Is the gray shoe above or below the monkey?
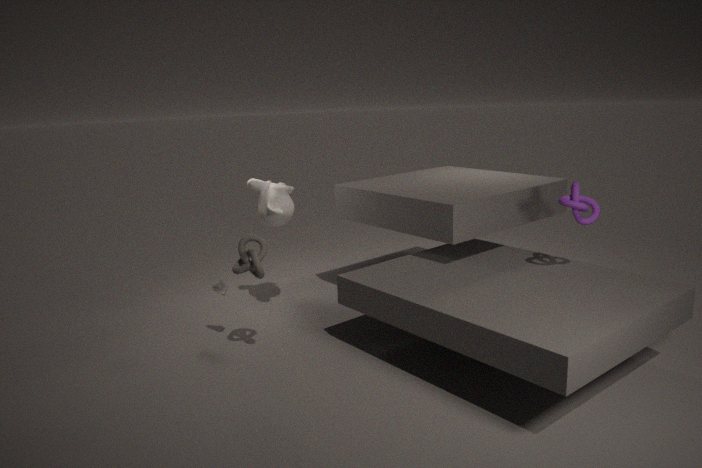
below
